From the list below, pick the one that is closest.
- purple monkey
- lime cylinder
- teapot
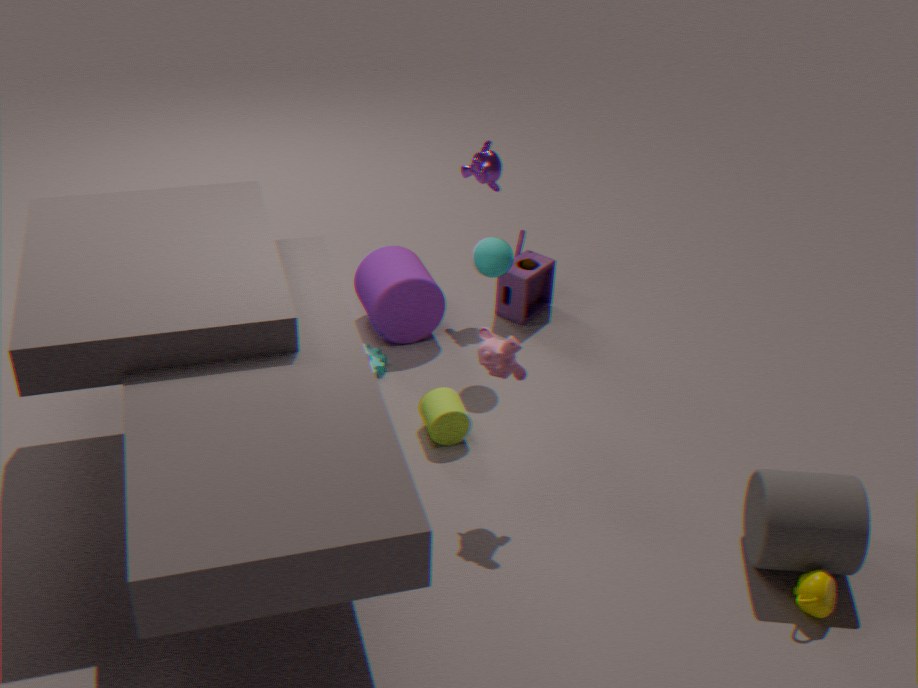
teapot
